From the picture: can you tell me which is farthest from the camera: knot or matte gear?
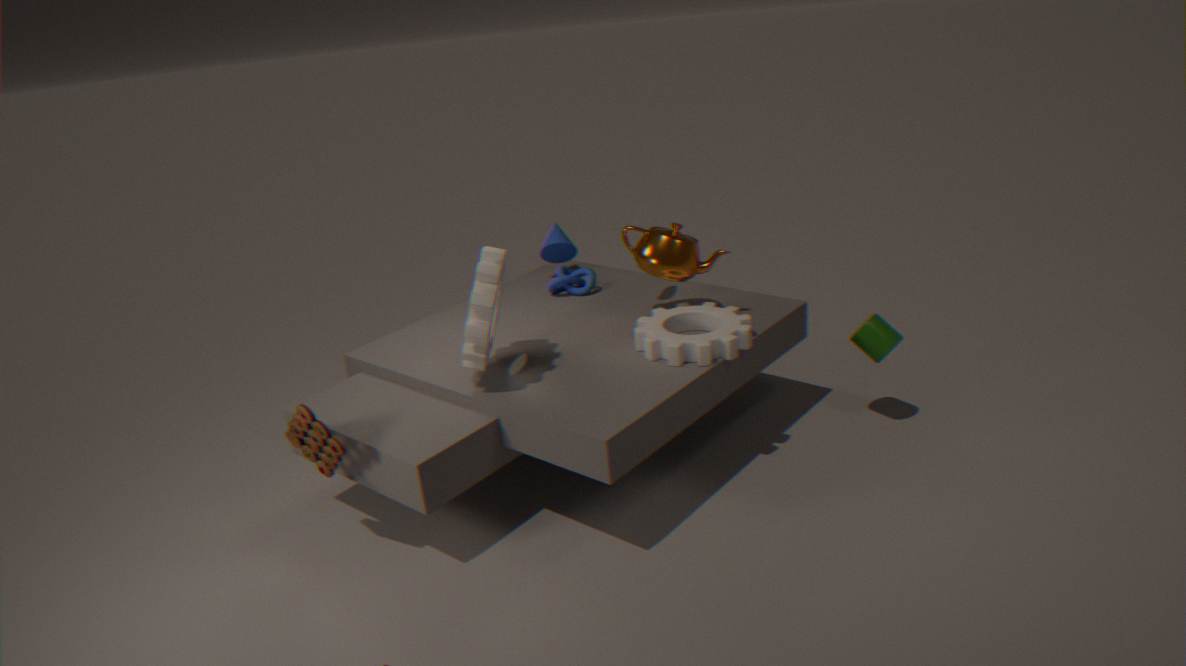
knot
